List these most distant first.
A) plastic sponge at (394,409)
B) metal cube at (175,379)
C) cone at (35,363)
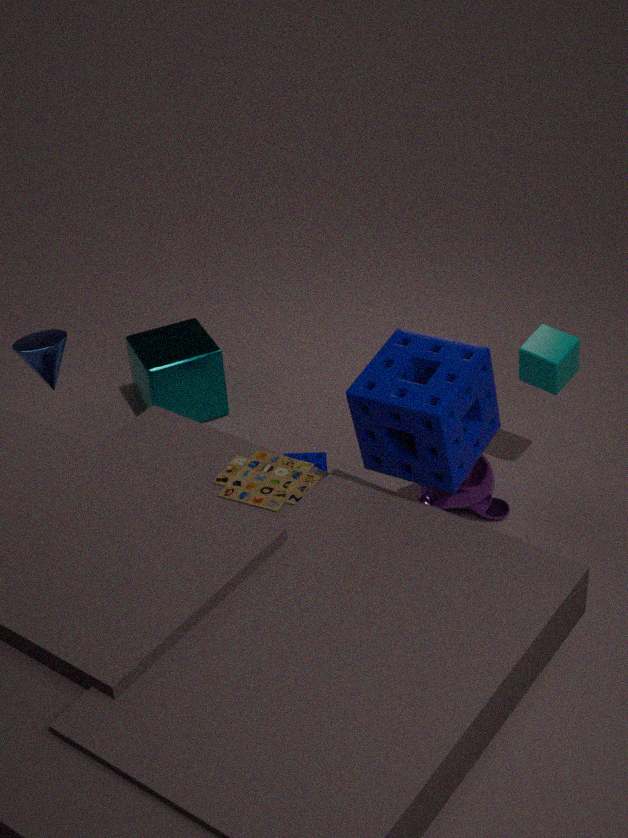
metal cube at (175,379)
cone at (35,363)
plastic sponge at (394,409)
